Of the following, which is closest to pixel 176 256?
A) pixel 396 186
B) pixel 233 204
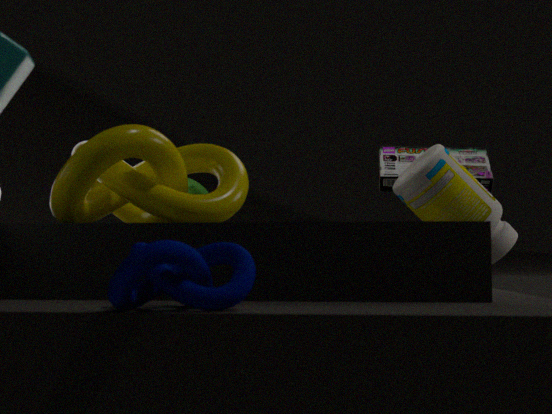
pixel 233 204
